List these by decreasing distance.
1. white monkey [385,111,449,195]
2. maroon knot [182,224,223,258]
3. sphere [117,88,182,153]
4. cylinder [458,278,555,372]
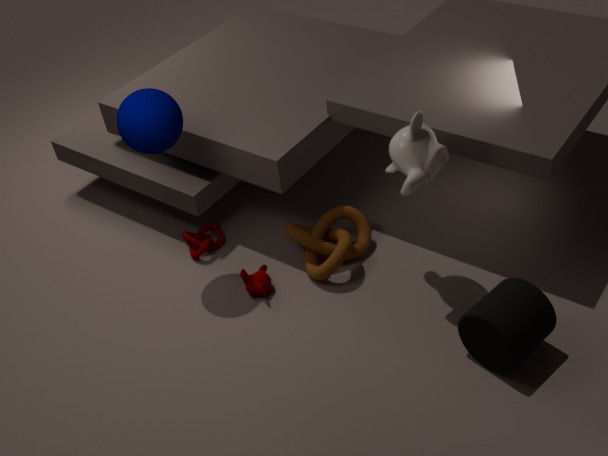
maroon knot [182,224,223,258] < sphere [117,88,182,153] < white monkey [385,111,449,195] < cylinder [458,278,555,372]
